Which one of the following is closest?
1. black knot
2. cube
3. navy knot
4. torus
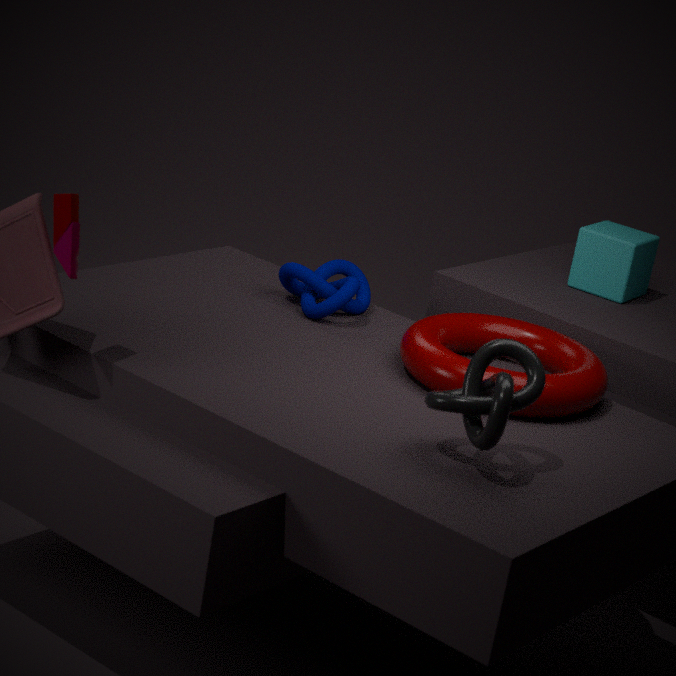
black knot
